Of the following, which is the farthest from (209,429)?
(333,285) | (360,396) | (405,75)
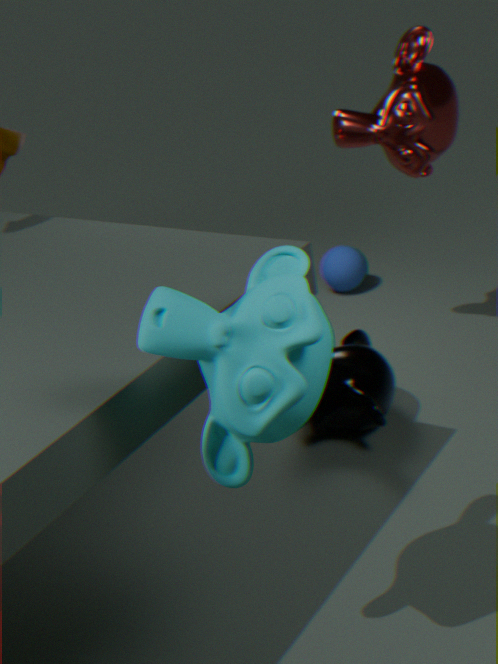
(333,285)
